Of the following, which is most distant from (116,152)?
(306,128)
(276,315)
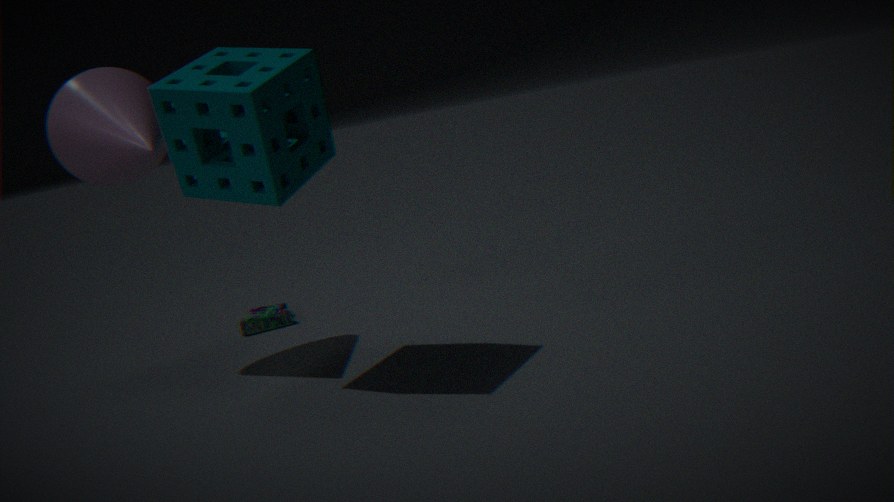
(276,315)
